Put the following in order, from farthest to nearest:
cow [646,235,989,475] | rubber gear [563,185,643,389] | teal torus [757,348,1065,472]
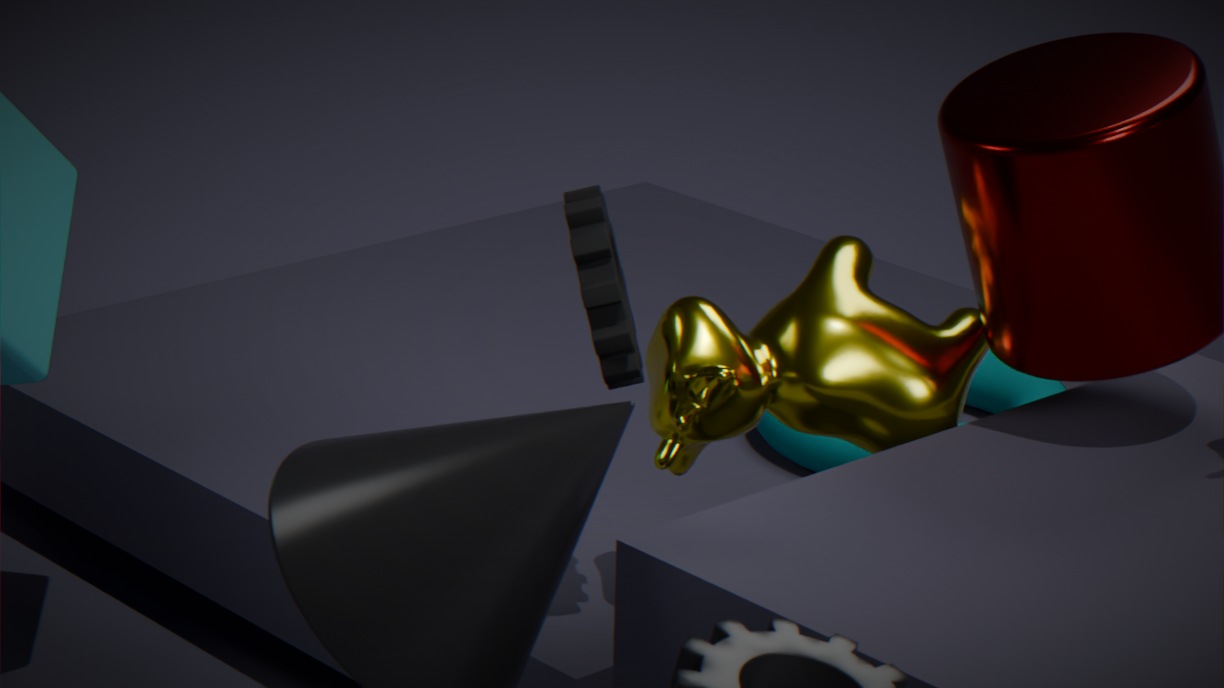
teal torus [757,348,1065,472] < cow [646,235,989,475] < rubber gear [563,185,643,389]
